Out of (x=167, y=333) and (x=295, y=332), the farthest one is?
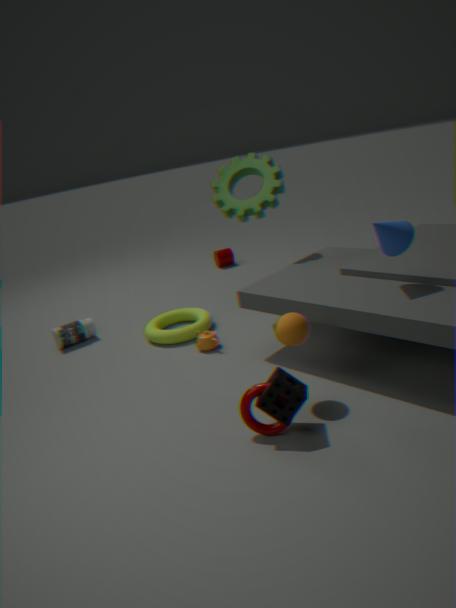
(x=167, y=333)
